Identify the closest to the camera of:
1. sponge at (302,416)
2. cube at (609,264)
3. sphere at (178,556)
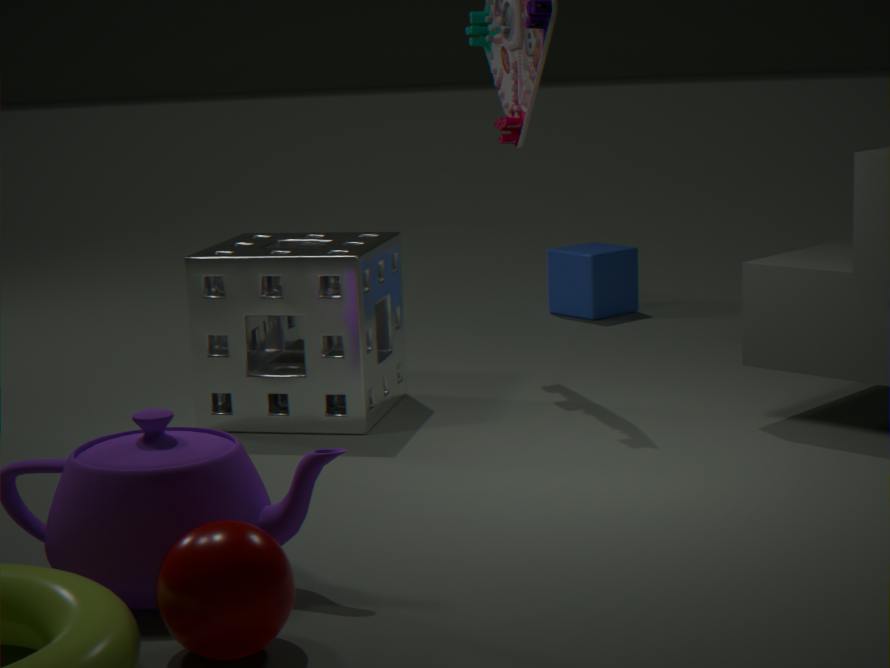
sphere at (178,556)
